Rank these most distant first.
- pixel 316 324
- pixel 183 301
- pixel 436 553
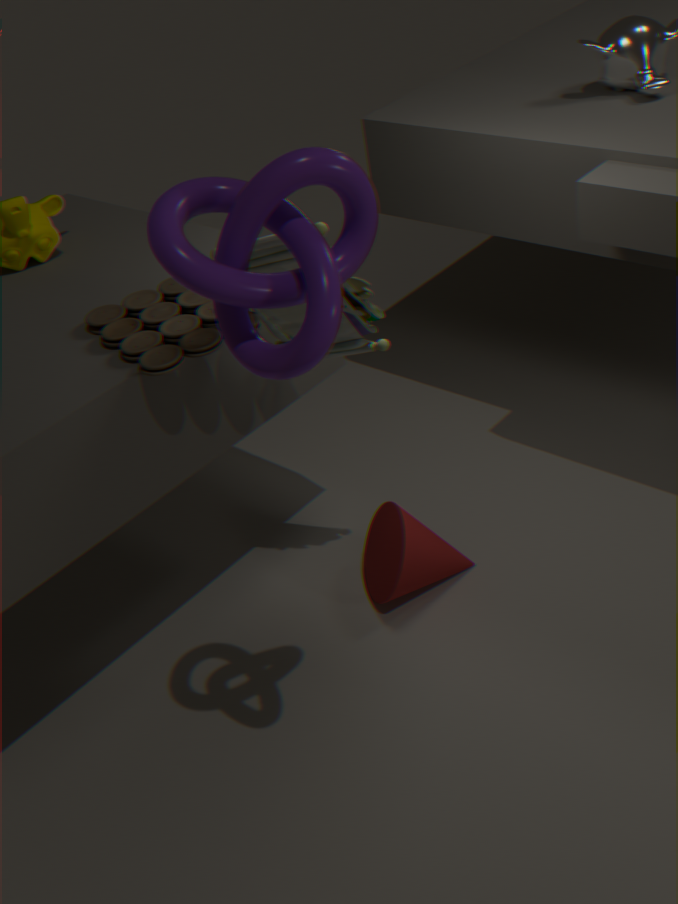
pixel 436 553 → pixel 183 301 → pixel 316 324
